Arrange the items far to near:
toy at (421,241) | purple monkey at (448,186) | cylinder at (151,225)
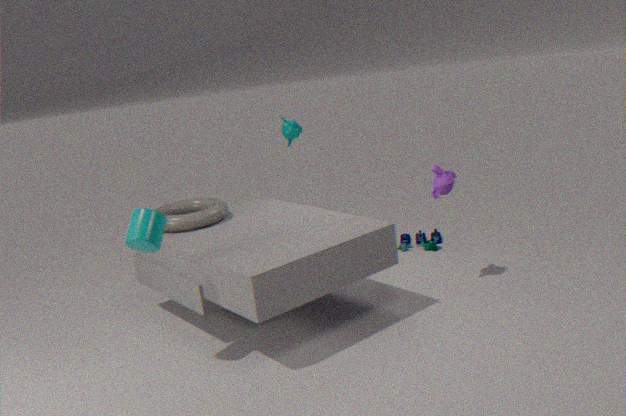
toy at (421,241) → purple monkey at (448,186) → cylinder at (151,225)
